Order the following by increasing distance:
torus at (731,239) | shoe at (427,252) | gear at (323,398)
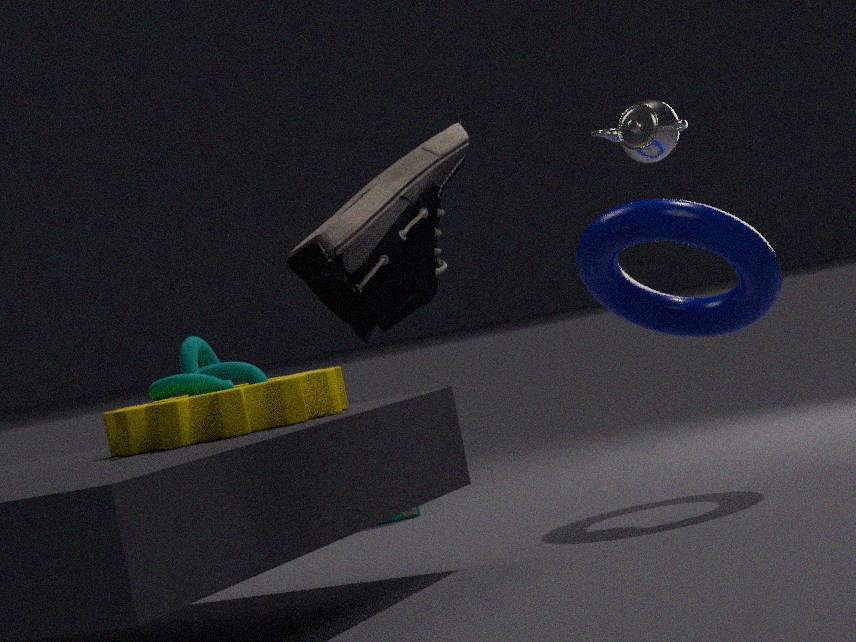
shoe at (427,252) → gear at (323,398) → torus at (731,239)
